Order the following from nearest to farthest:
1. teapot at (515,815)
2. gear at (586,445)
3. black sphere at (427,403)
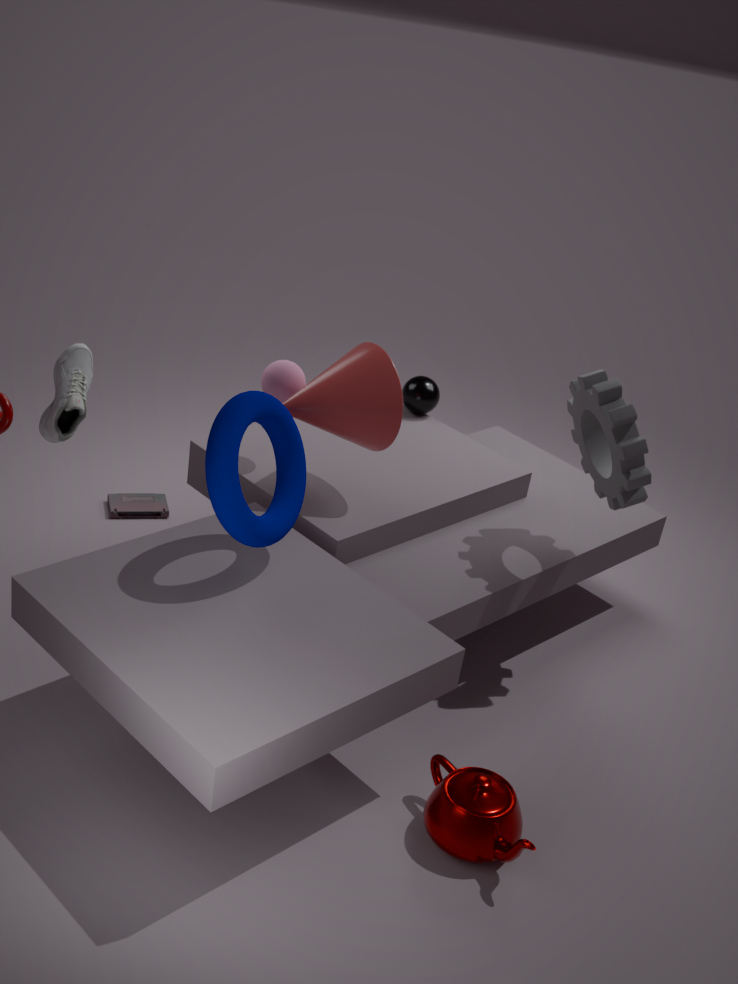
teapot at (515,815) < gear at (586,445) < black sphere at (427,403)
